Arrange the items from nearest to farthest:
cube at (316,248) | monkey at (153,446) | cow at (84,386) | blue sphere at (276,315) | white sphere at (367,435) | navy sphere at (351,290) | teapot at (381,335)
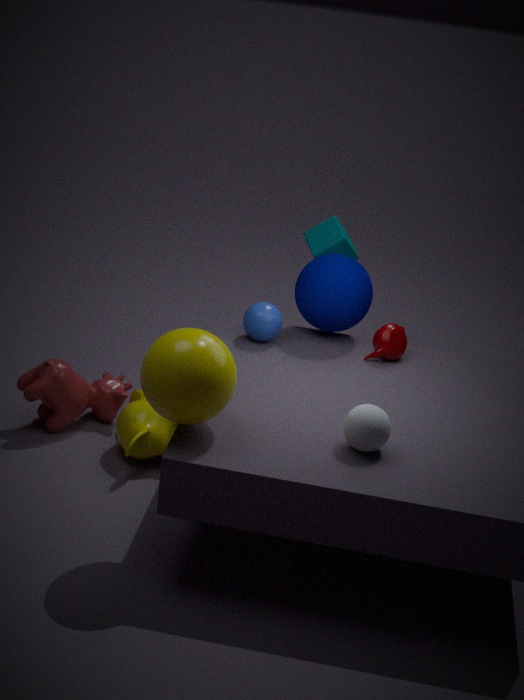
white sphere at (367,435)
monkey at (153,446)
teapot at (381,335)
blue sphere at (276,315)
navy sphere at (351,290)
cow at (84,386)
cube at (316,248)
